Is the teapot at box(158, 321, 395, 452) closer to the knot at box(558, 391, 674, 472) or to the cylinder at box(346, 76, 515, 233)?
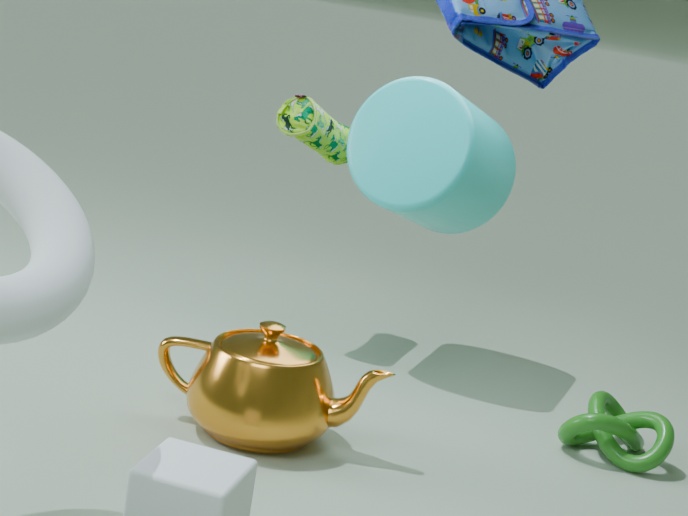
the knot at box(558, 391, 674, 472)
